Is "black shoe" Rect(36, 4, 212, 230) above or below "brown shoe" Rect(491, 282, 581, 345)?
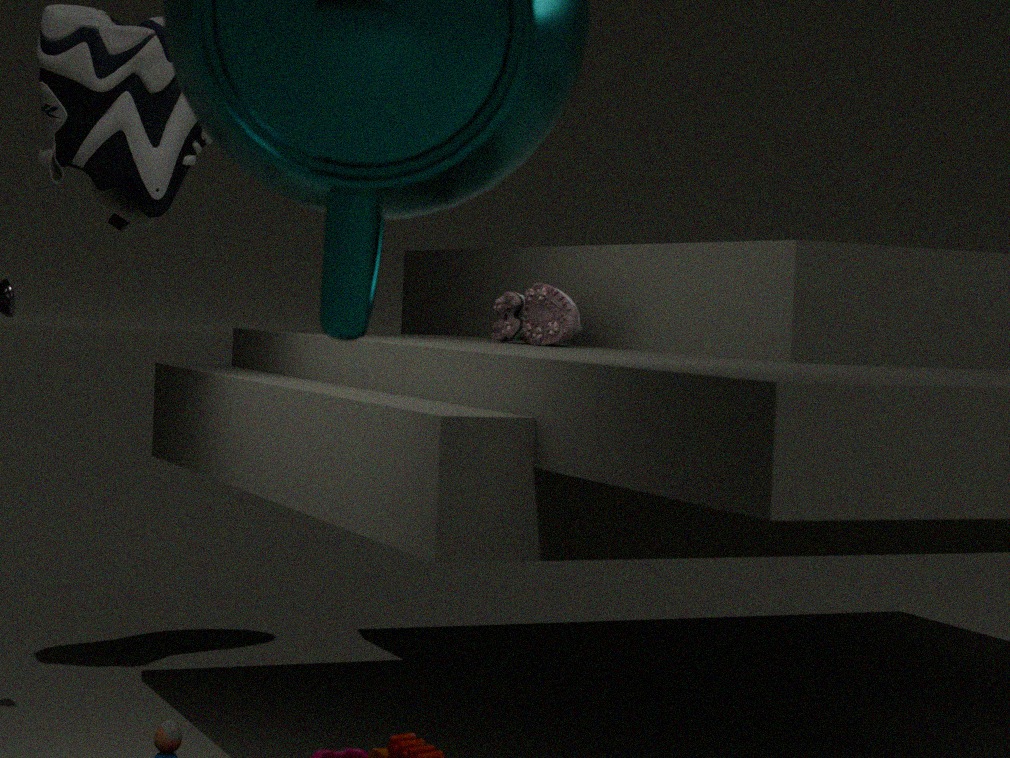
above
